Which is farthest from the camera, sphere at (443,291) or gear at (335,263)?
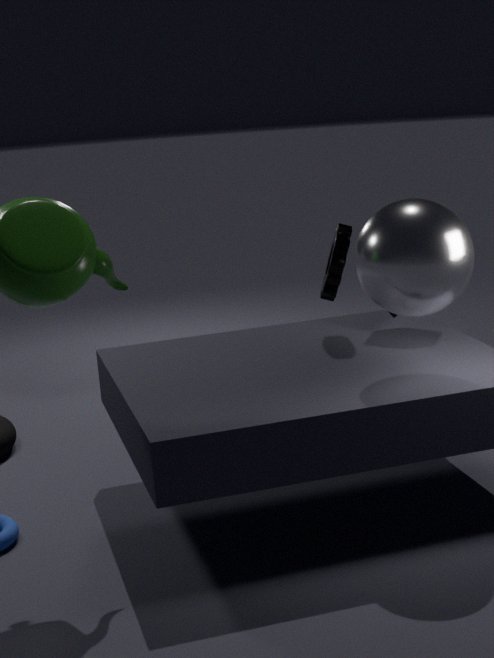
gear at (335,263)
